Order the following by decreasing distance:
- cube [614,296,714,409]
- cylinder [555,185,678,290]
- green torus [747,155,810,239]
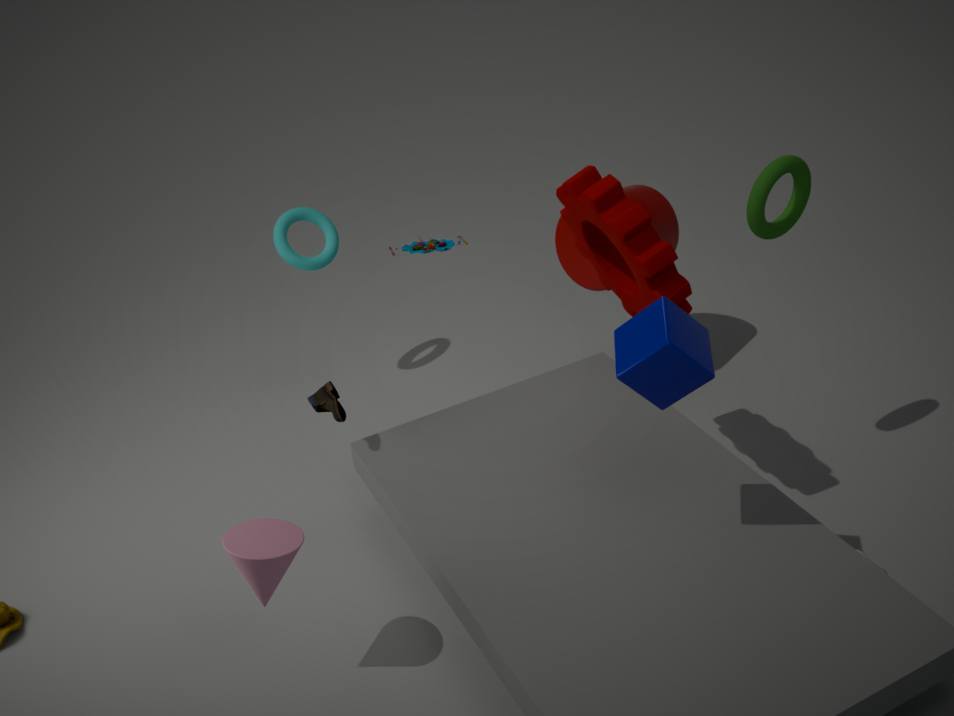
cylinder [555,185,678,290] < green torus [747,155,810,239] < cube [614,296,714,409]
